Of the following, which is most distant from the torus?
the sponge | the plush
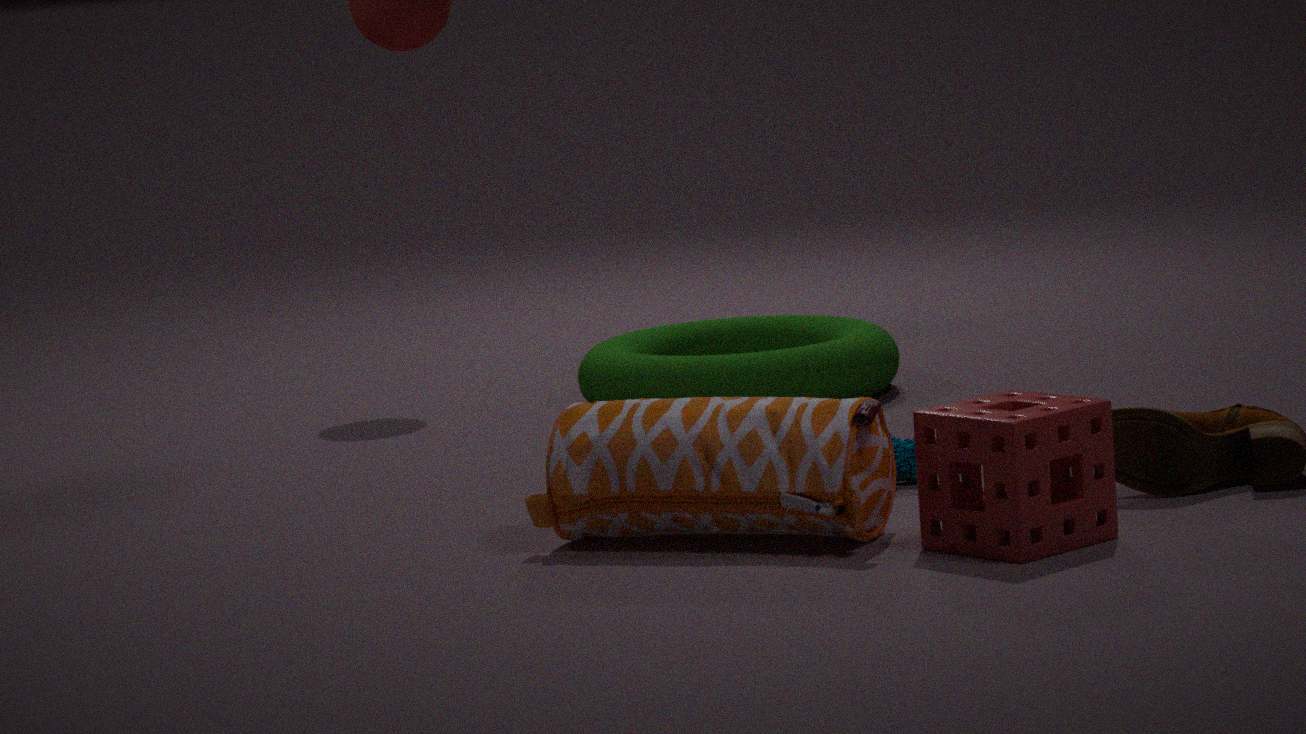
the sponge
